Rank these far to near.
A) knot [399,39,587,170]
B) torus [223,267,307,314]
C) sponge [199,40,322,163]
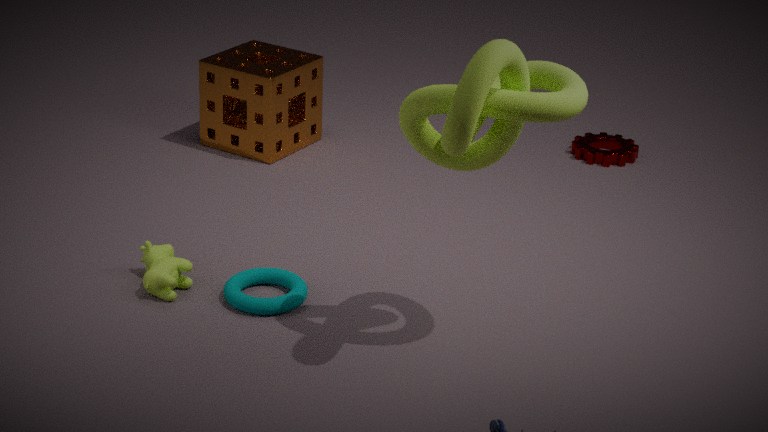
1. sponge [199,40,322,163]
2. torus [223,267,307,314]
3. knot [399,39,587,170]
